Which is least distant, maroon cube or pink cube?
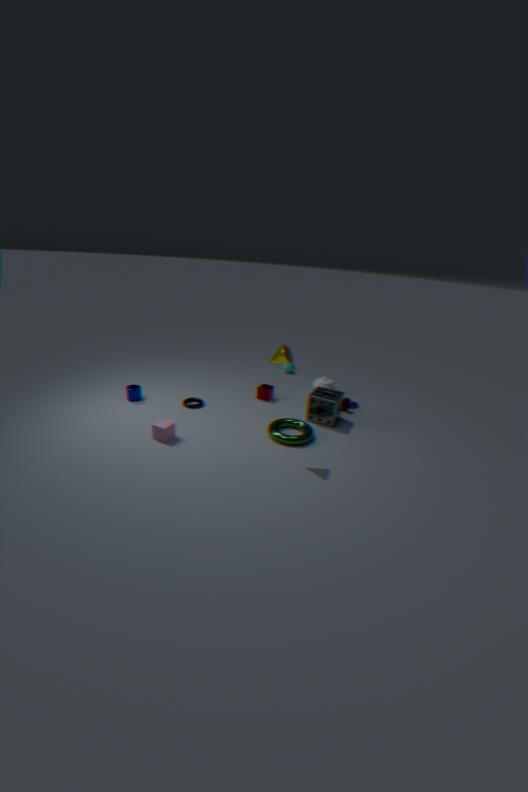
pink cube
